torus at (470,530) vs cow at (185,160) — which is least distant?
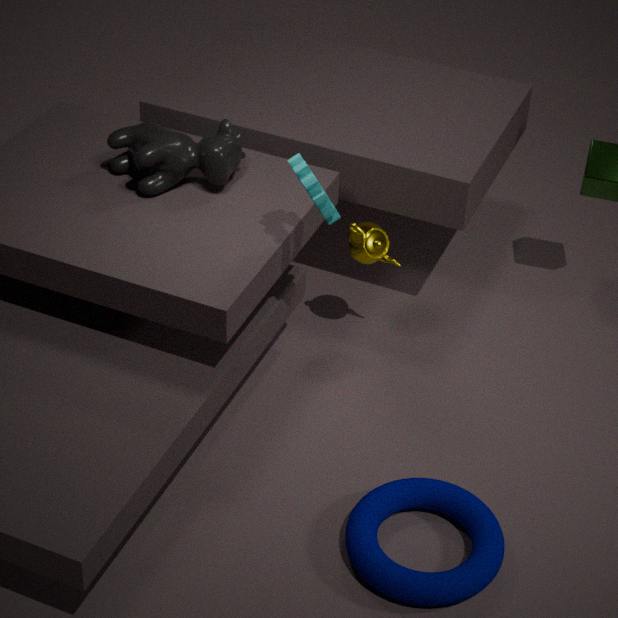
torus at (470,530)
